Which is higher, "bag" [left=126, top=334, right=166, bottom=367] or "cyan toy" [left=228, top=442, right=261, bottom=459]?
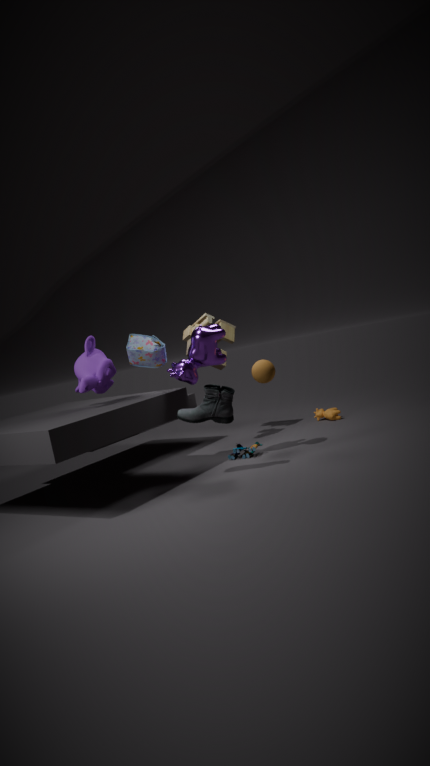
A: "bag" [left=126, top=334, right=166, bottom=367]
